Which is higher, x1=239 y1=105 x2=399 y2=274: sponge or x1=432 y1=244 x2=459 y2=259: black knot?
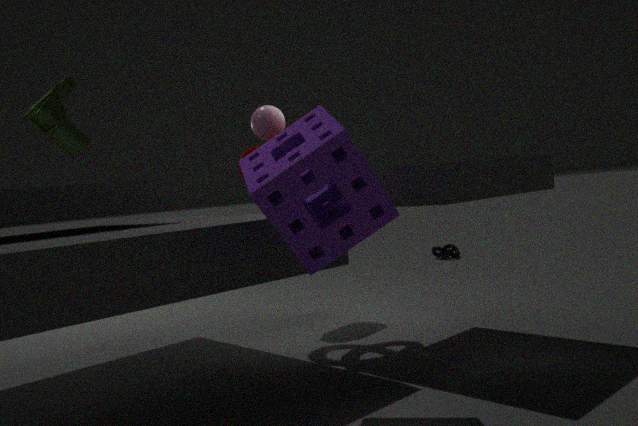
x1=239 y1=105 x2=399 y2=274: sponge
